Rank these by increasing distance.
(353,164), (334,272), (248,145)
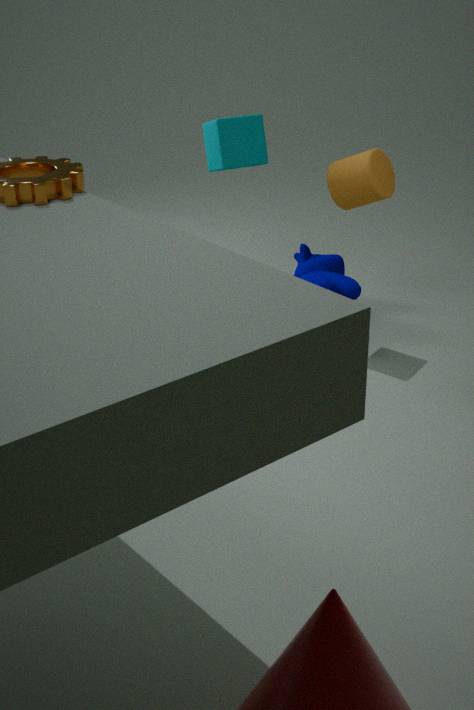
(353,164), (248,145), (334,272)
